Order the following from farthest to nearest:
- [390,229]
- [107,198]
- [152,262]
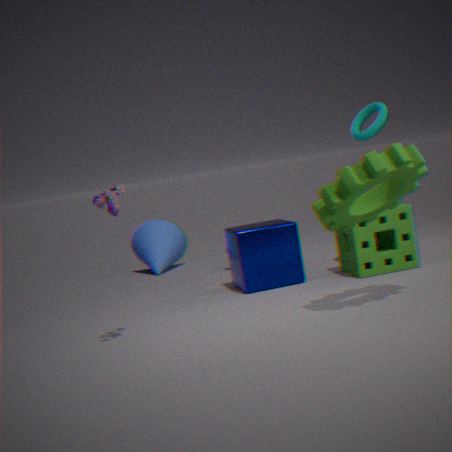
1. [152,262]
2. [390,229]
3. [107,198]
